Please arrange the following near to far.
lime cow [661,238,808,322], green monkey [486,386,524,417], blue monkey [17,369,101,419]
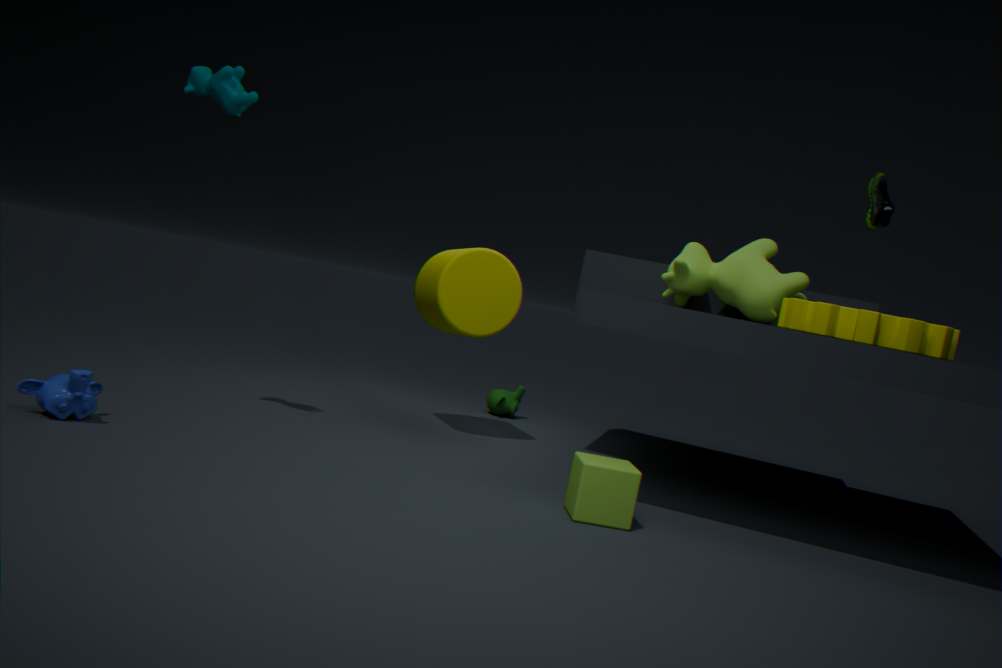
blue monkey [17,369,101,419] < lime cow [661,238,808,322] < green monkey [486,386,524,417]
